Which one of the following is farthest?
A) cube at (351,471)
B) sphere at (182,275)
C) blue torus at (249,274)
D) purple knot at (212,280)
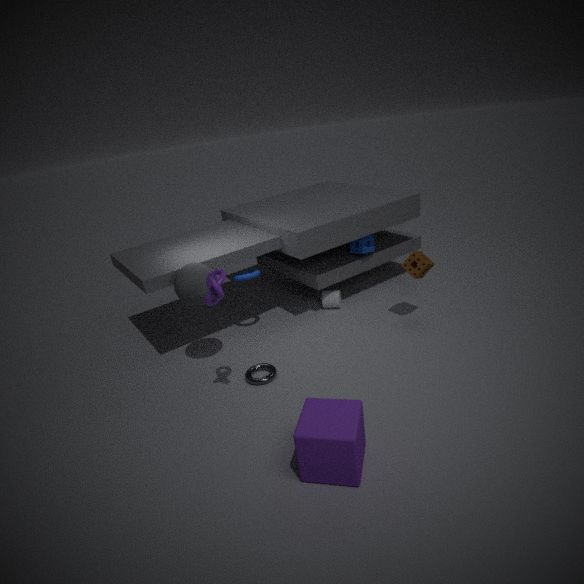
blue torus at (249,274)
